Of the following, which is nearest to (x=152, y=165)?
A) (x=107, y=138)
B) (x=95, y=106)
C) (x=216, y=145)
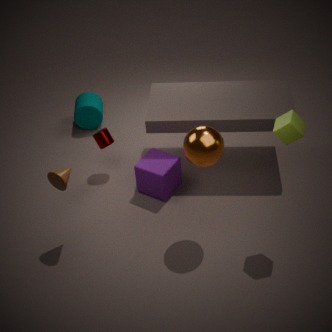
(x=107, y=138)
